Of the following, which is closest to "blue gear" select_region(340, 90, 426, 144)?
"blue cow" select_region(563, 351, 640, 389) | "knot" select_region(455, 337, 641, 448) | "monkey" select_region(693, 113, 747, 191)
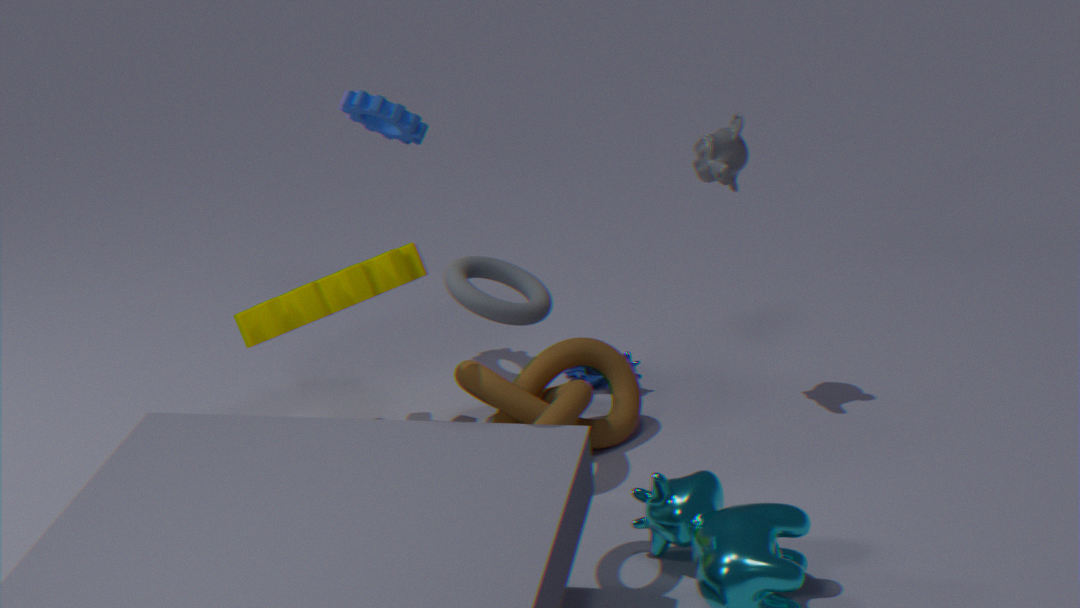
"knot" select_region(455, 337, 641, 448)
